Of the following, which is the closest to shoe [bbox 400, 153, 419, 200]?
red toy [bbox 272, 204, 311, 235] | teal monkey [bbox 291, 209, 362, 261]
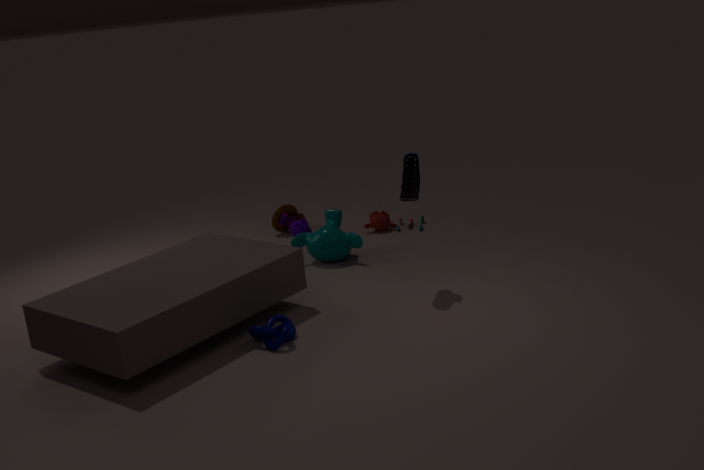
teal monkey [bbox 291, 209, 362, 261]
